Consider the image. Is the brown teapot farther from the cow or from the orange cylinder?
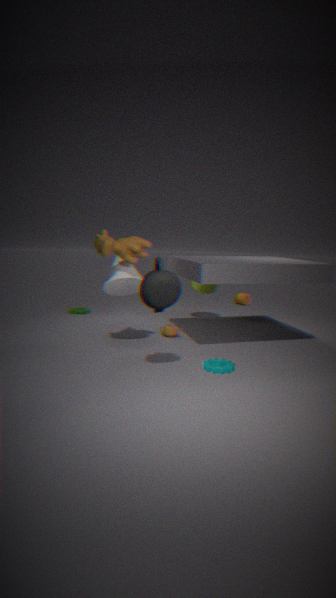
the orange cylinder
